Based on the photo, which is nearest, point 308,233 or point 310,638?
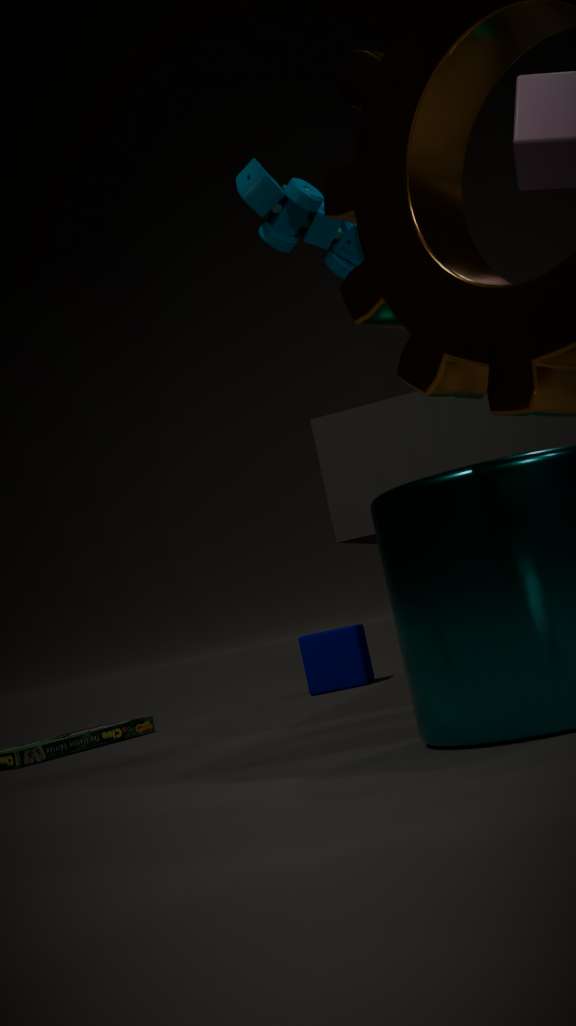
point 308,233
